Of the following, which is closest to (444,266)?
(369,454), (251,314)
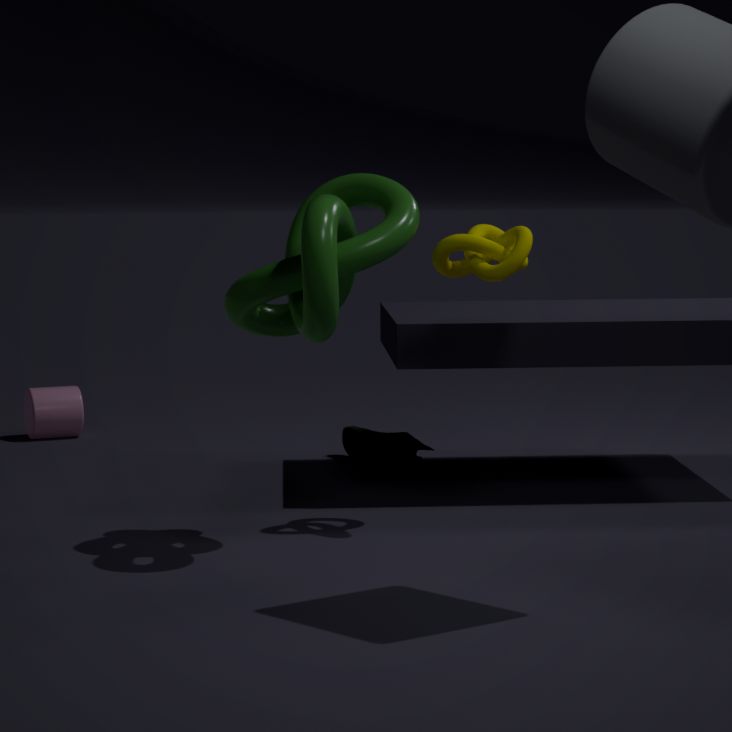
(251,314)
